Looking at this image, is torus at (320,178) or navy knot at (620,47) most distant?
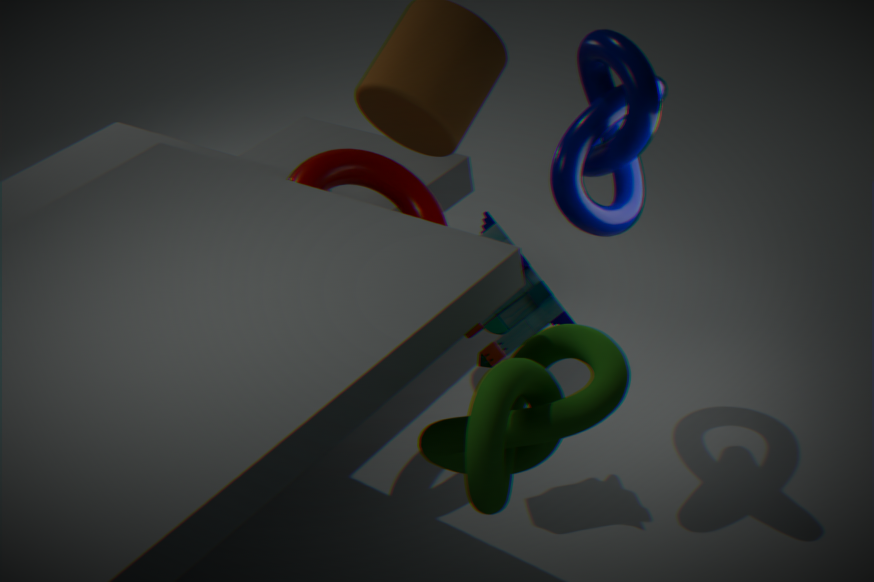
torus at (320,178)
